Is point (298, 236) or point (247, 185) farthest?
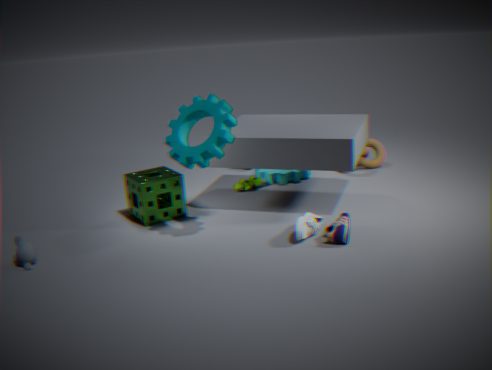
point (247, 185)
